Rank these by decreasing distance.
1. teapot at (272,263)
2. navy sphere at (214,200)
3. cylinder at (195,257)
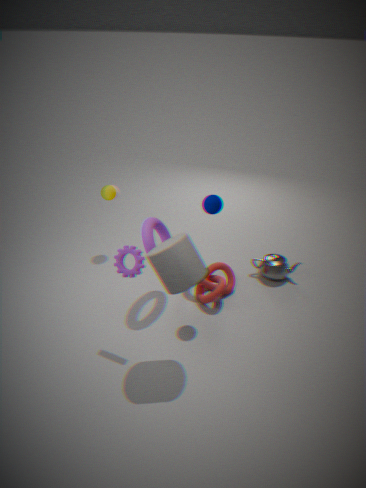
teapot at (272,263), navy sphere at (214,200), cylinder at (195,257)
